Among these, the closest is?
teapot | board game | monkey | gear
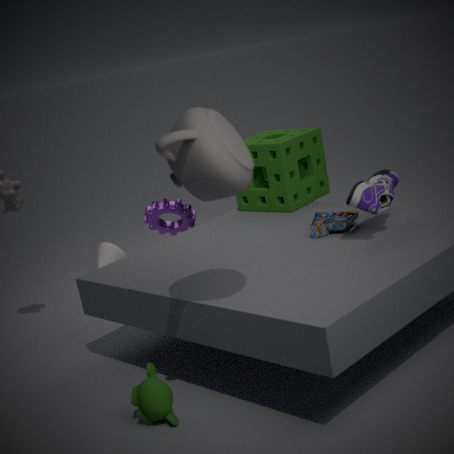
teapot
